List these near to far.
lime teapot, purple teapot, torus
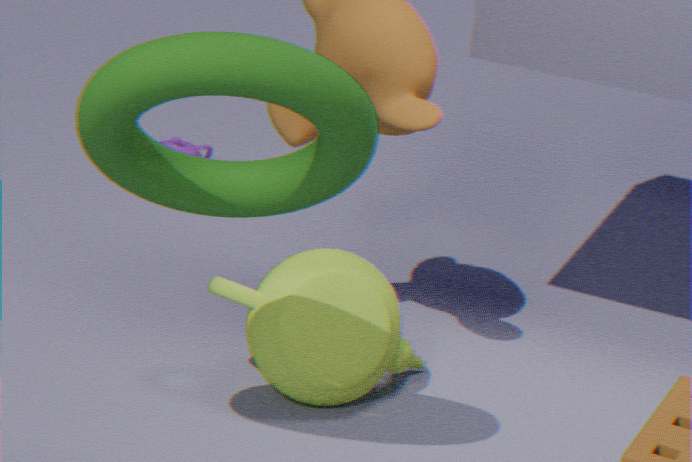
torus < lime teapot < purple teapot
